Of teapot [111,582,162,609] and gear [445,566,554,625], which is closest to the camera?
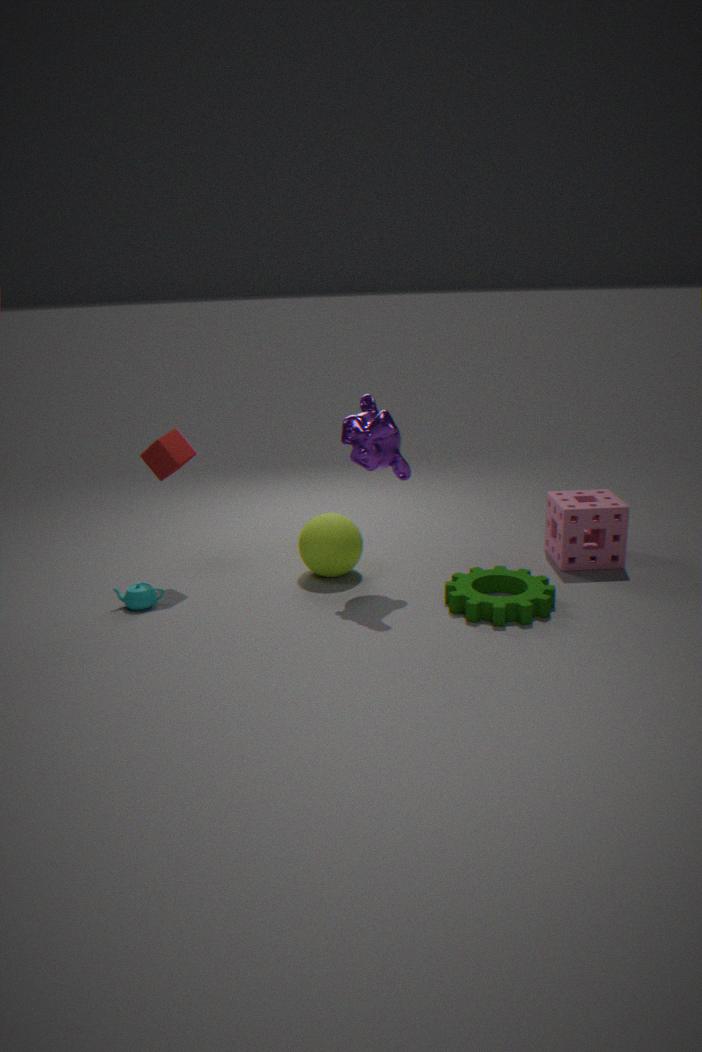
gear [445,566,554,625]
